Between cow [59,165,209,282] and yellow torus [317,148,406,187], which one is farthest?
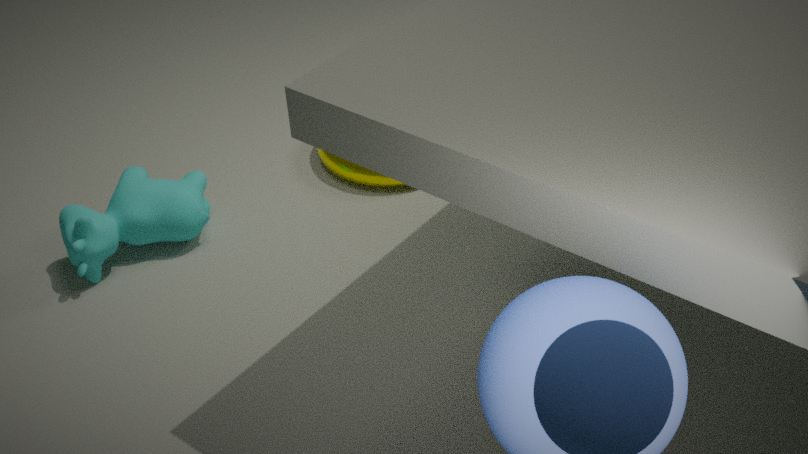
yellow torus [317,148,406,187]
